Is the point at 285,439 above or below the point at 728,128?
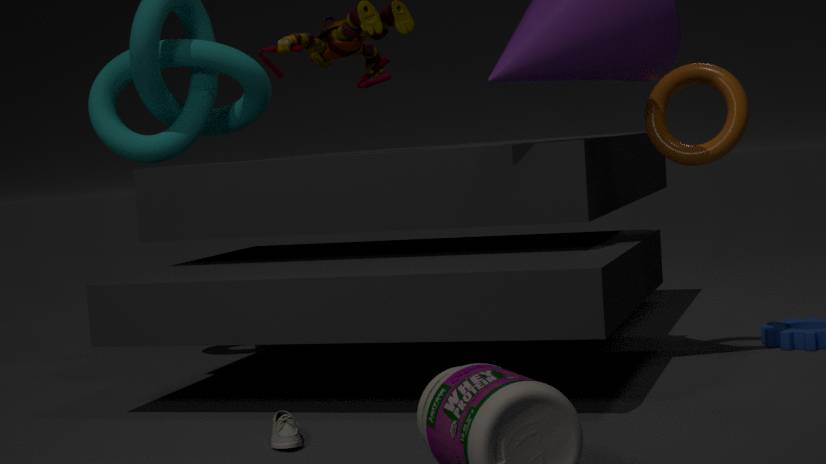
below
